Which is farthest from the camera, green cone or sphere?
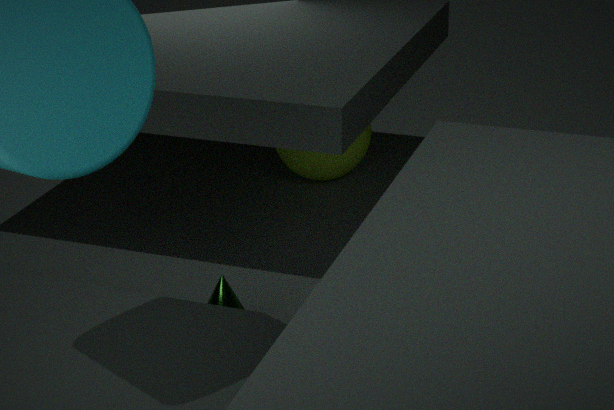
sphere
